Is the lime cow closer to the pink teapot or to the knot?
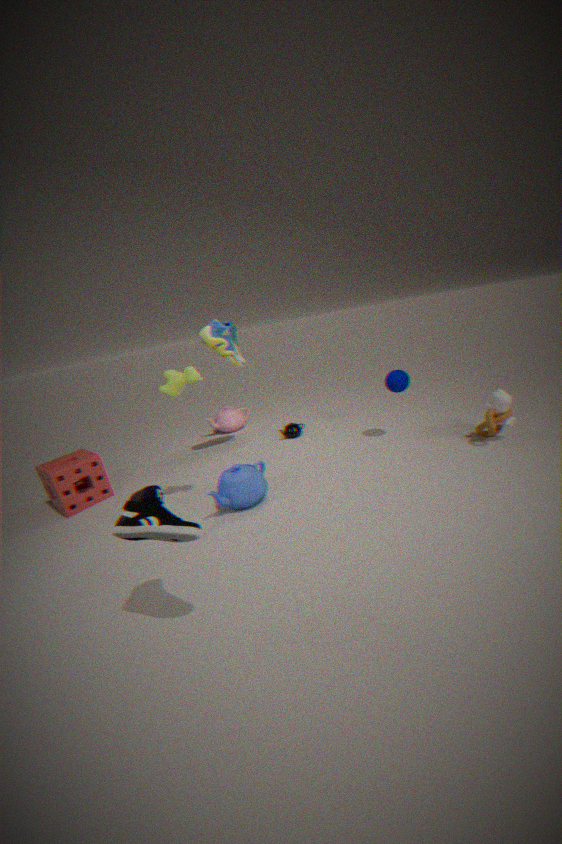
the pink teapot
